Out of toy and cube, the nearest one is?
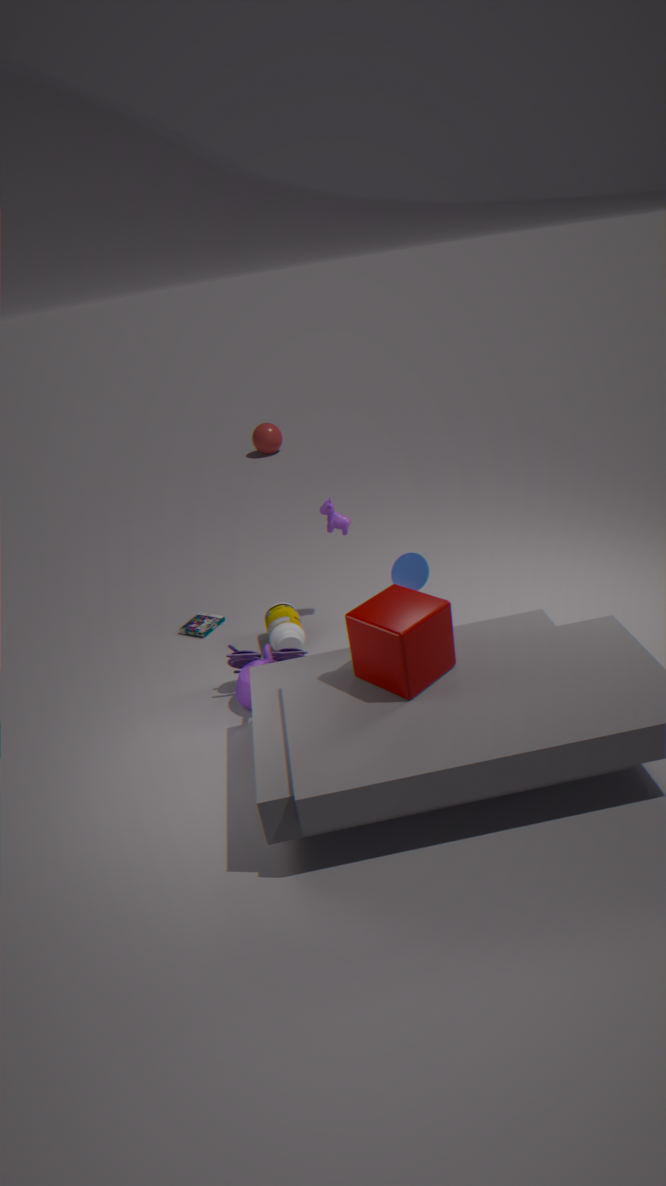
cube
